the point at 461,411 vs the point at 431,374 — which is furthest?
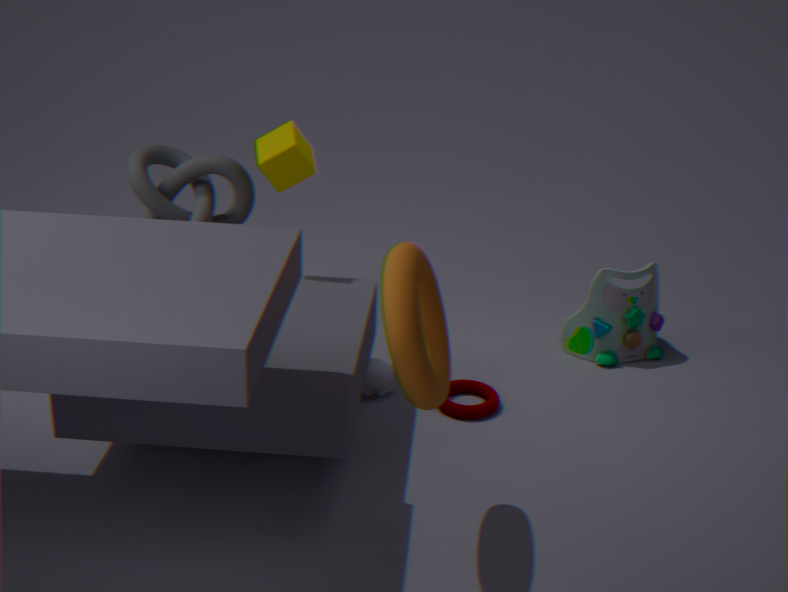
the point at 461,411
